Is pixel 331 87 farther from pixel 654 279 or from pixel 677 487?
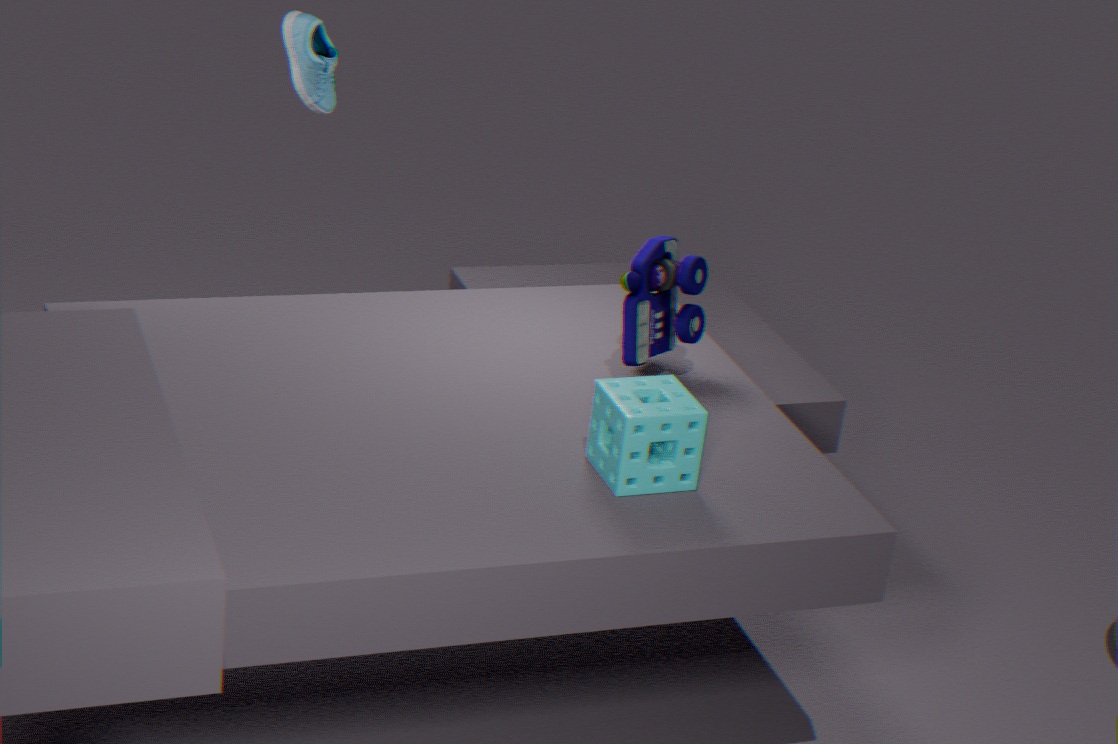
pixel 677 487
